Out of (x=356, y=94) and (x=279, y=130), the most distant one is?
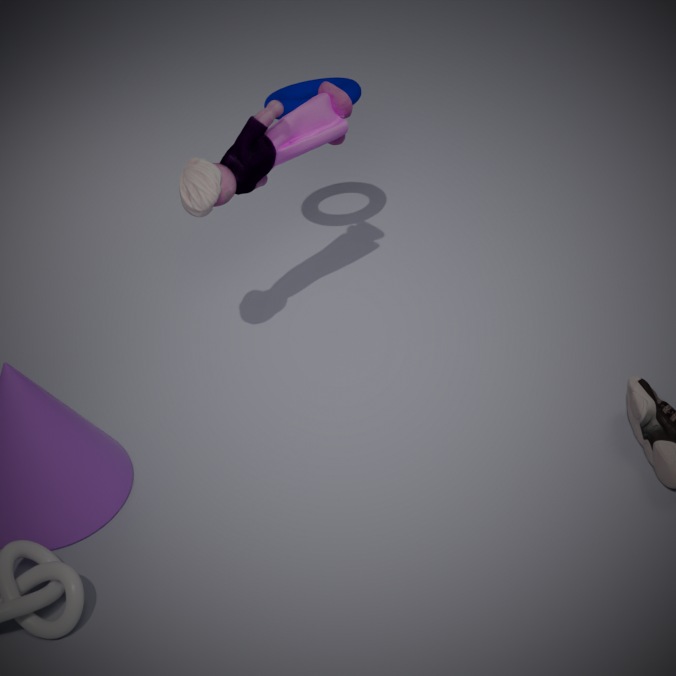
(x=356, y=94)
